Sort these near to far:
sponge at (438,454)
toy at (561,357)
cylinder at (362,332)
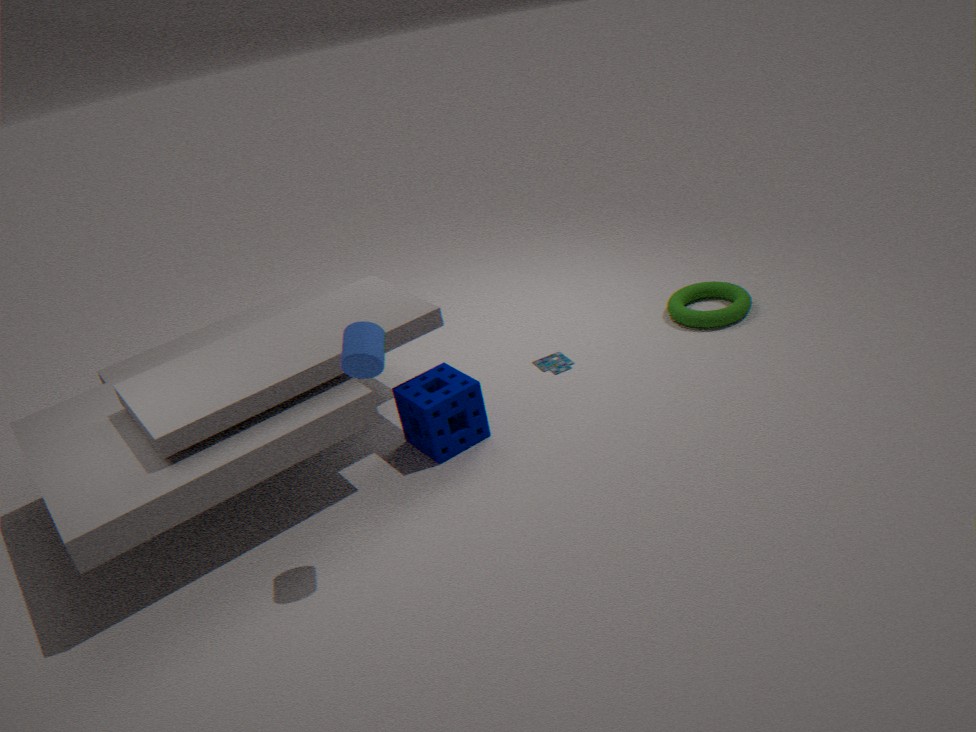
1. cylinder at (362,332)
2. sponge at (438,454)
3. toy at (561,357)
